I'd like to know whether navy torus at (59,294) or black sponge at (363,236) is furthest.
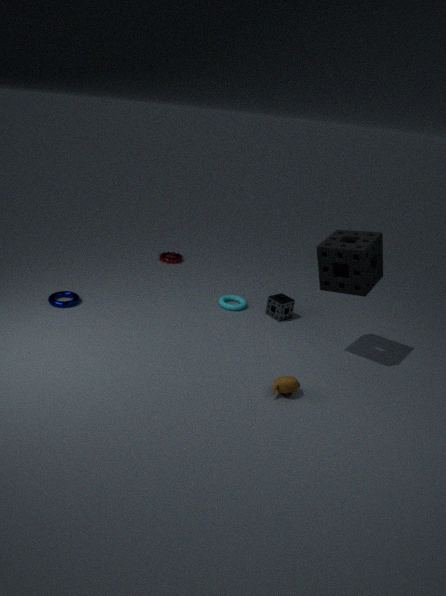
navy torus at (59,294)
